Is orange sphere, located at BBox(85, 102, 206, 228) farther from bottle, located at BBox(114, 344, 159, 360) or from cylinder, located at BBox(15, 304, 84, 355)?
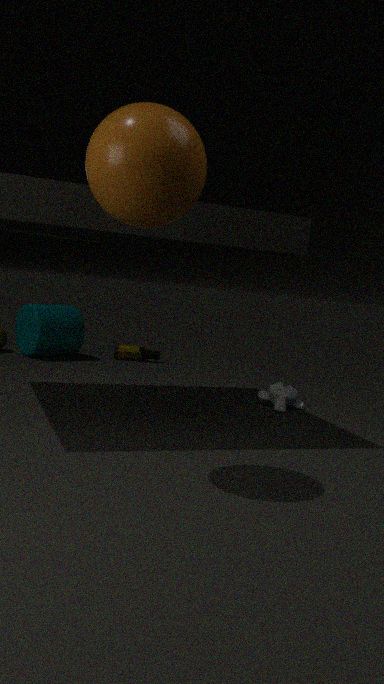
bottle, located at BBox(114, 344, 159, 360)
